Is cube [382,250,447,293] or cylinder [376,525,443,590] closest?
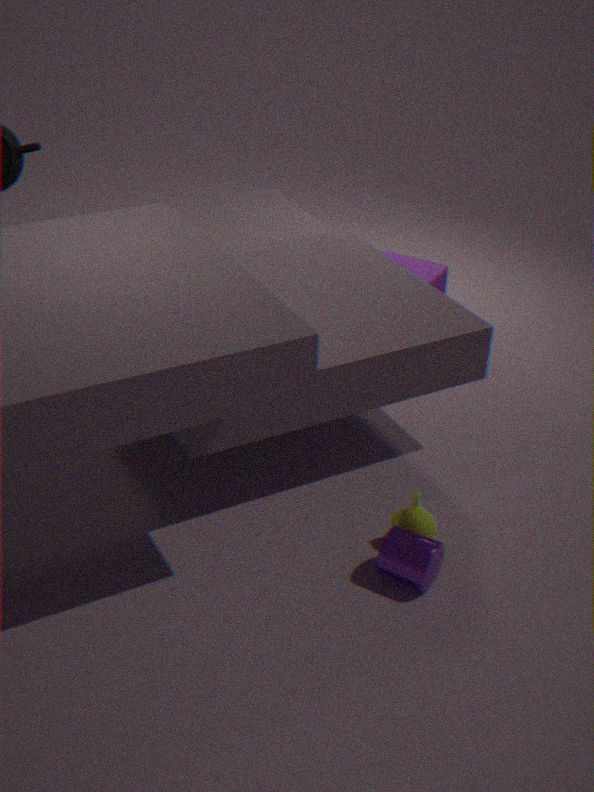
cylinder [376,525,443,590]
